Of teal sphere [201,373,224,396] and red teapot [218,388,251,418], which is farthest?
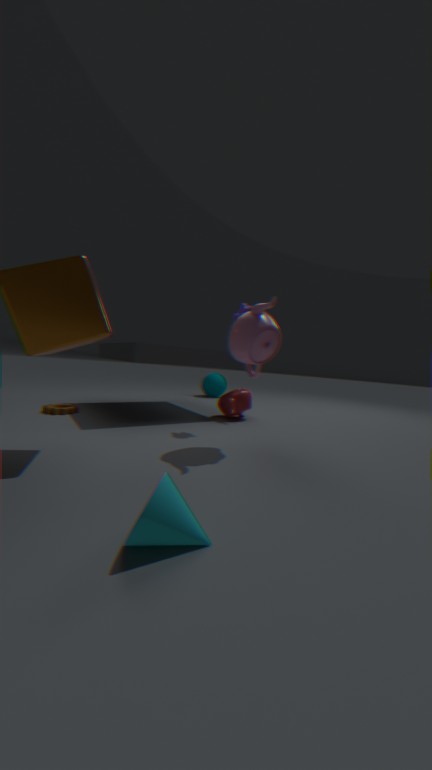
Answer: teal sphere [201,373,224,396]
